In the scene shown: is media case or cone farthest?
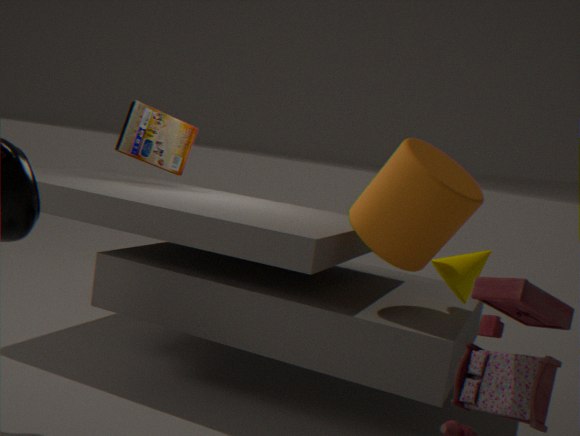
media case
